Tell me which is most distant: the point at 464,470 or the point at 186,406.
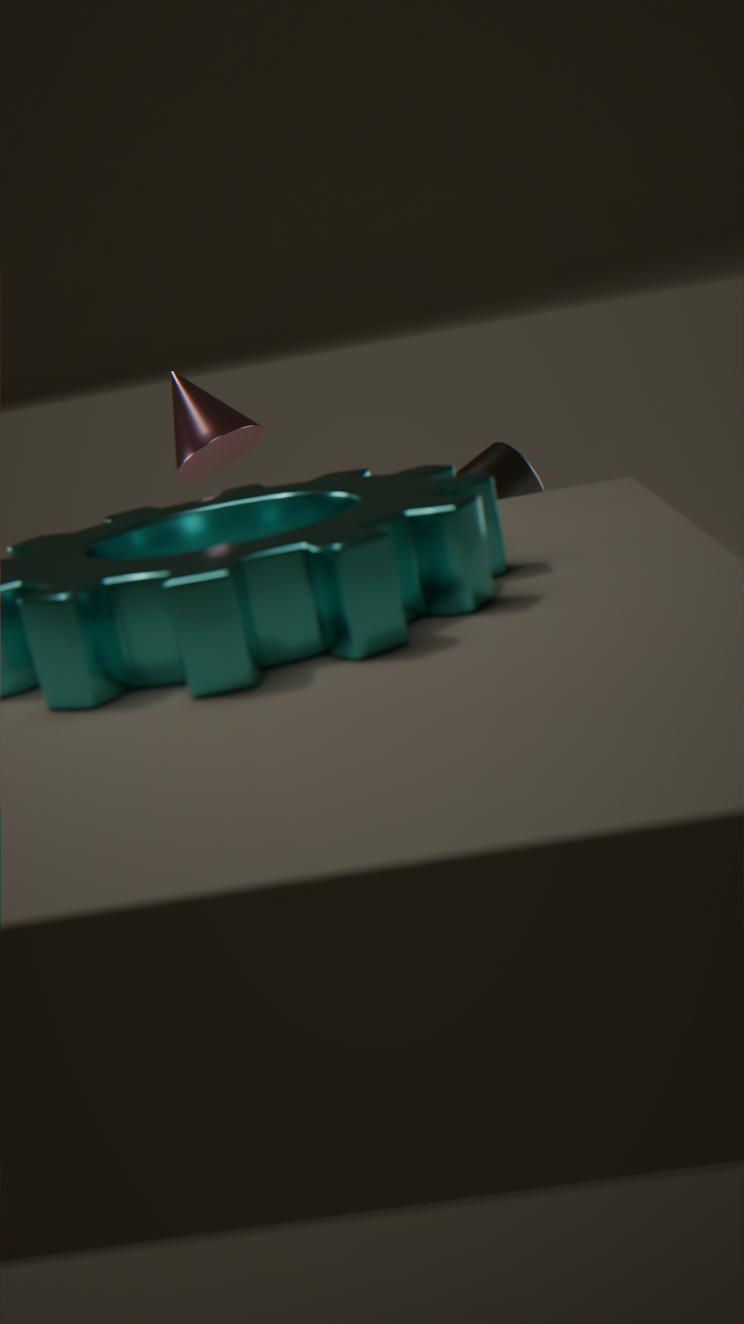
the point at 464,470
